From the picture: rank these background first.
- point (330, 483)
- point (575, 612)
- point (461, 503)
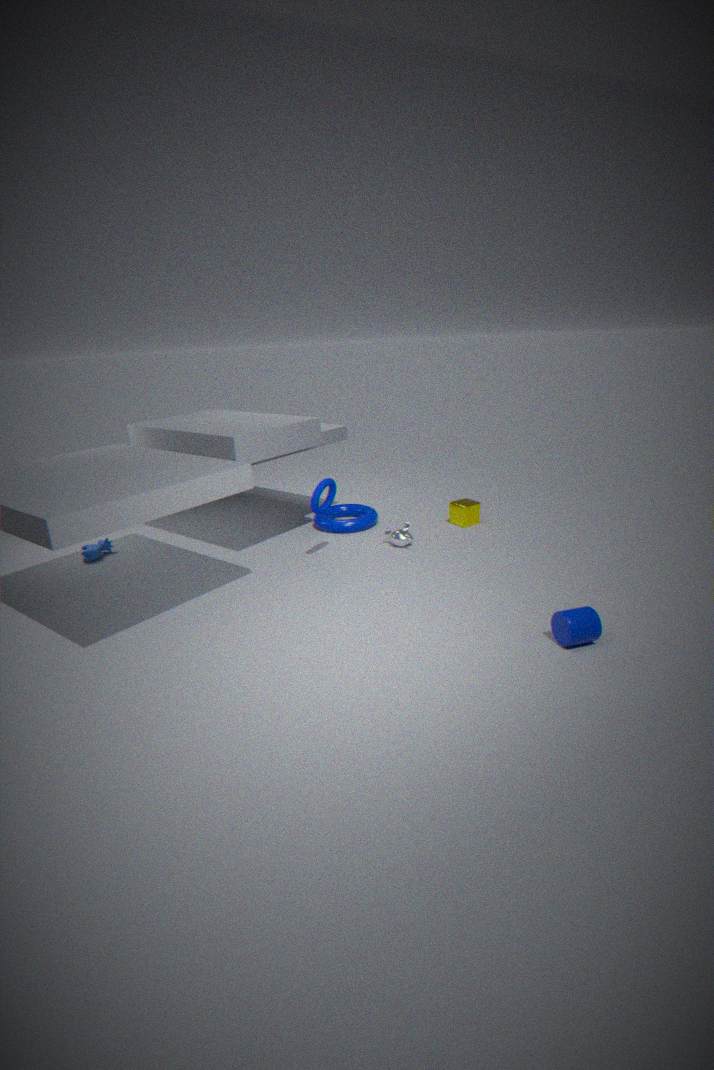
1. point (461, 503)
2. point (330, 483)
3. point (575, 612)
